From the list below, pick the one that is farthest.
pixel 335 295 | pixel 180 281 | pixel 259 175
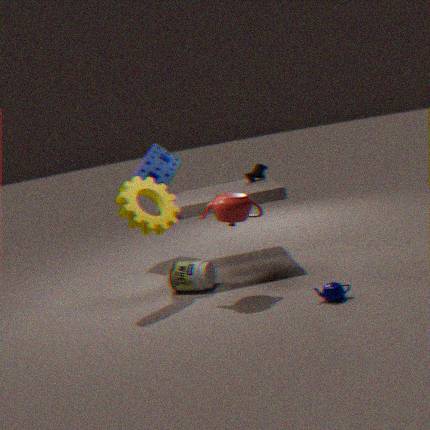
pixel 259 175
